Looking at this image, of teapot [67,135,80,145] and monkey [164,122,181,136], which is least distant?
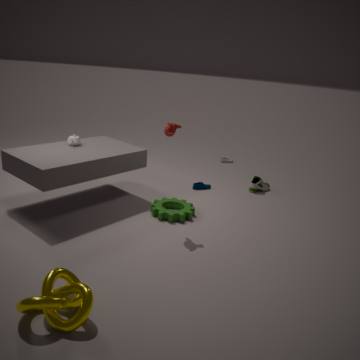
monkey [164,122,181,136]
